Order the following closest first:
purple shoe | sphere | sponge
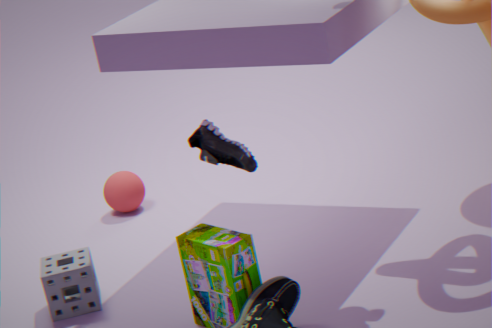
purple shoe
sponge
sphere
